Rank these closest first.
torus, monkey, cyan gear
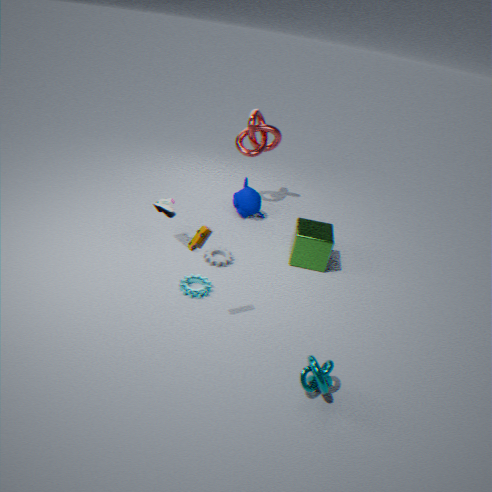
torus, cyan gear, monkey
